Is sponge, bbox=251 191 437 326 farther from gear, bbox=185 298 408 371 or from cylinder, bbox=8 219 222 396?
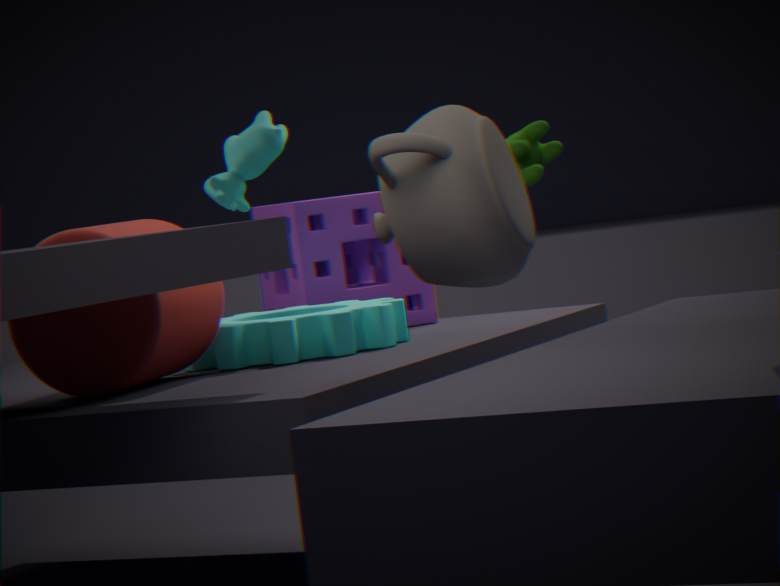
cylinder, bbox=8 219 222 396
